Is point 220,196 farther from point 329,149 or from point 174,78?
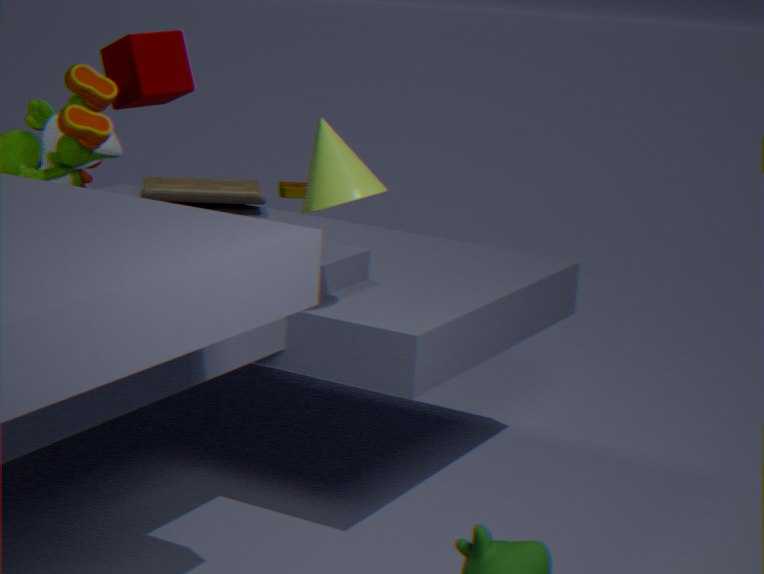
A: point 329,149
